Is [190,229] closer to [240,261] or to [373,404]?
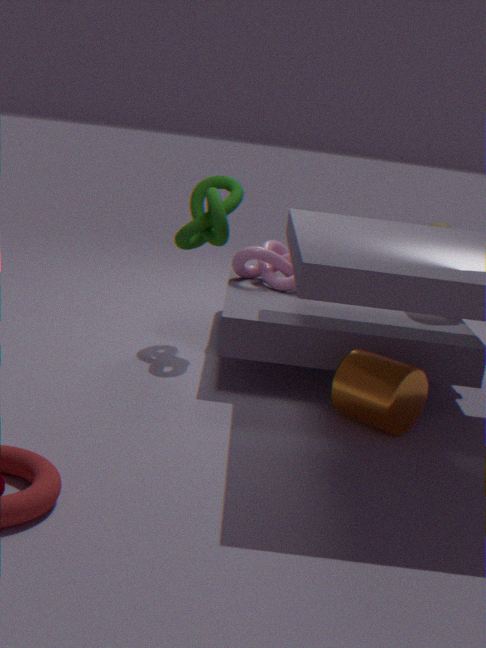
[240,261]
